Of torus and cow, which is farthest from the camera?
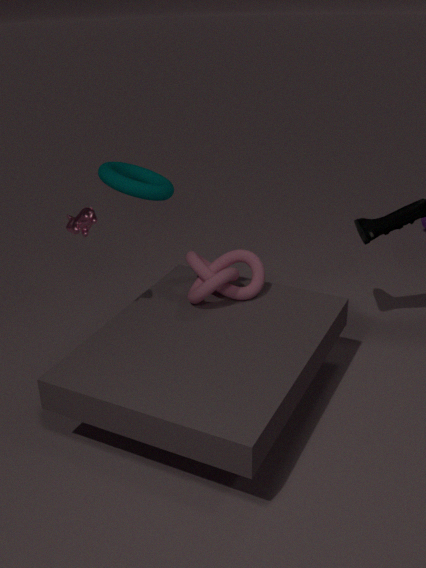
torus
